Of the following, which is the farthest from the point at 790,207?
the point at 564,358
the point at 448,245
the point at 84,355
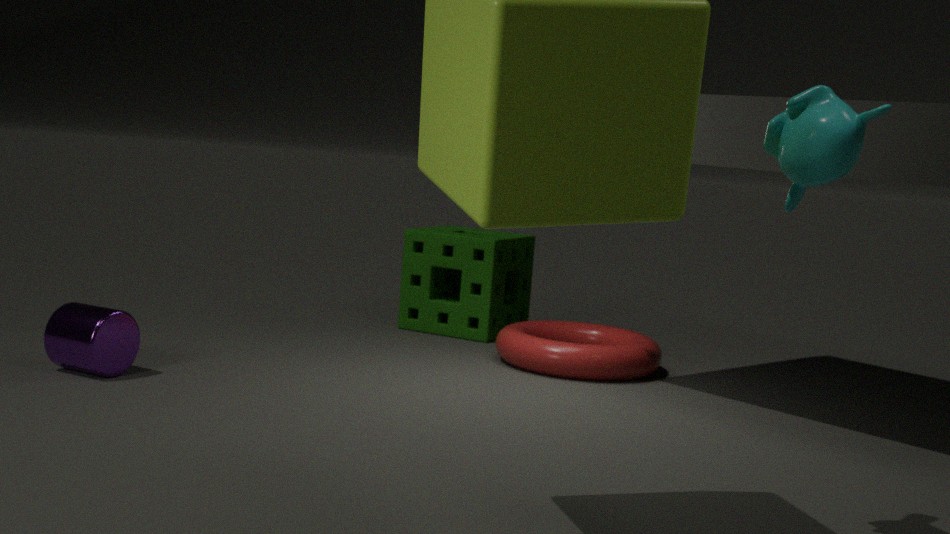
the point at 448,245
